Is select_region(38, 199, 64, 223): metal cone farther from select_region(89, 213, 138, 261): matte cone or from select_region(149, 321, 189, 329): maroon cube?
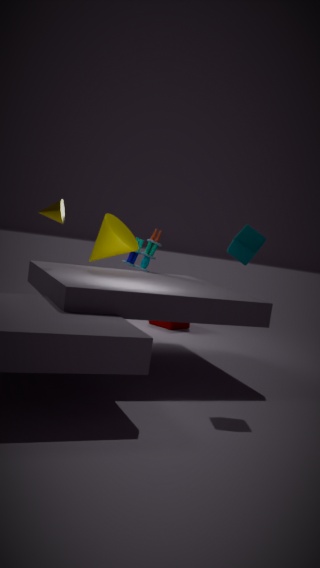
select_region(149, 321, 189, 329): maroon cube
